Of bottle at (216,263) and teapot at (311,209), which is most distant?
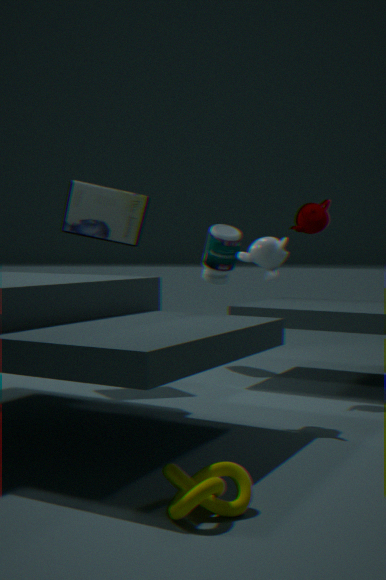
bottle at (216,263)
